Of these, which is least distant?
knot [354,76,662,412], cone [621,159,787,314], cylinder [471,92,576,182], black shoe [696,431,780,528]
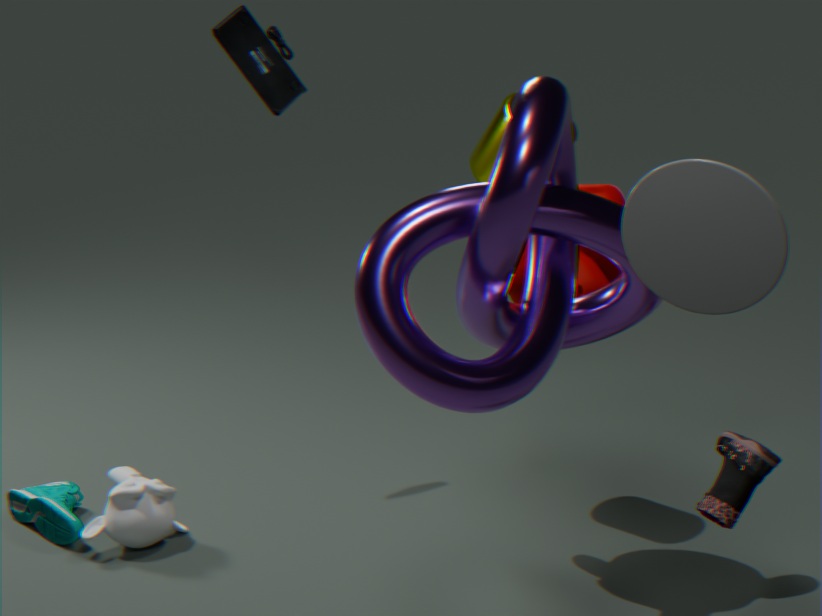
cone [621,159,787,314]
